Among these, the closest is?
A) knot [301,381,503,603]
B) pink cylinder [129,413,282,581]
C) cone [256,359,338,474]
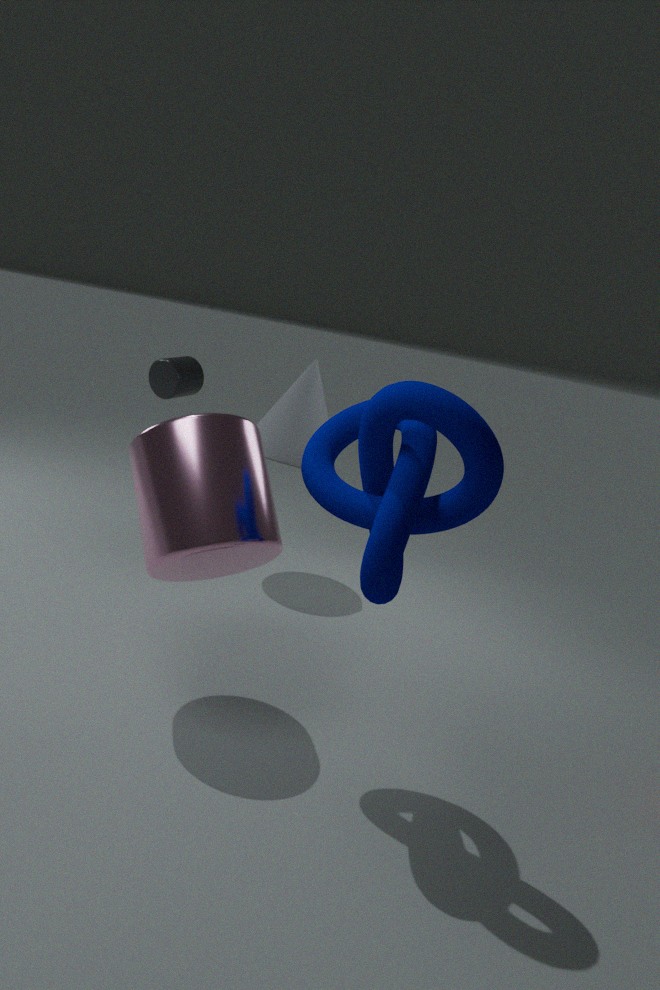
knot [301,381,503,603]
